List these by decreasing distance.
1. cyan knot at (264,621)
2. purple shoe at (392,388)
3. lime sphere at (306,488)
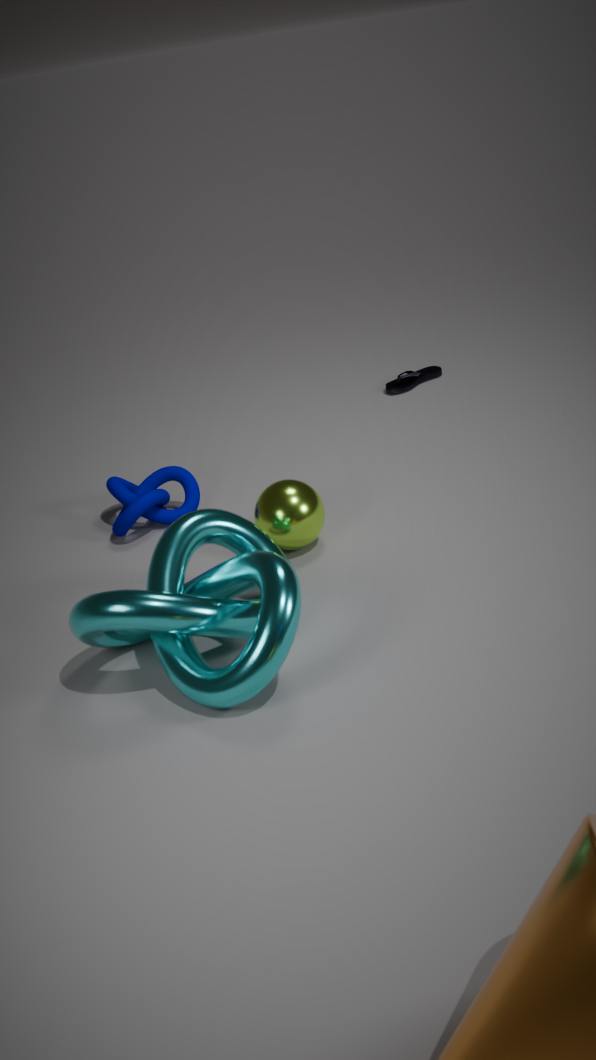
purple shoe at (392,388) → lime sphere at (306,488) → cyan knot at (264,621)
